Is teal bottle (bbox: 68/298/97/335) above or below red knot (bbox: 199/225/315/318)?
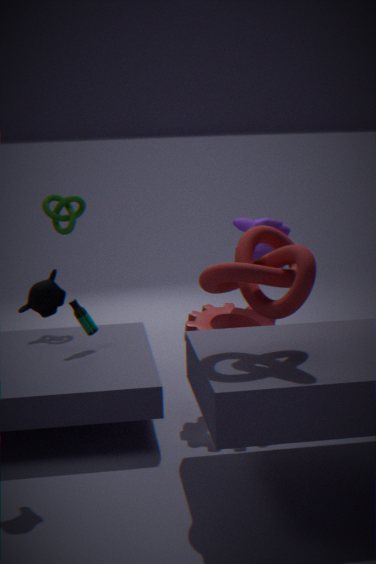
below
